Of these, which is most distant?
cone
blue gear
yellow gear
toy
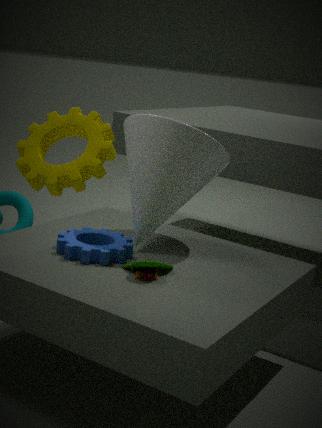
cone
